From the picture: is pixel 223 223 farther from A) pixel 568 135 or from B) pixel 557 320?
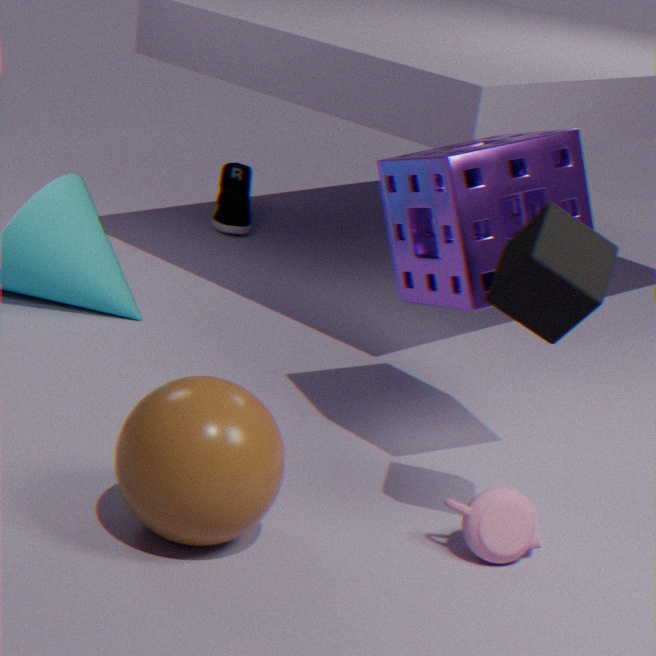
B) pixel 557 320
